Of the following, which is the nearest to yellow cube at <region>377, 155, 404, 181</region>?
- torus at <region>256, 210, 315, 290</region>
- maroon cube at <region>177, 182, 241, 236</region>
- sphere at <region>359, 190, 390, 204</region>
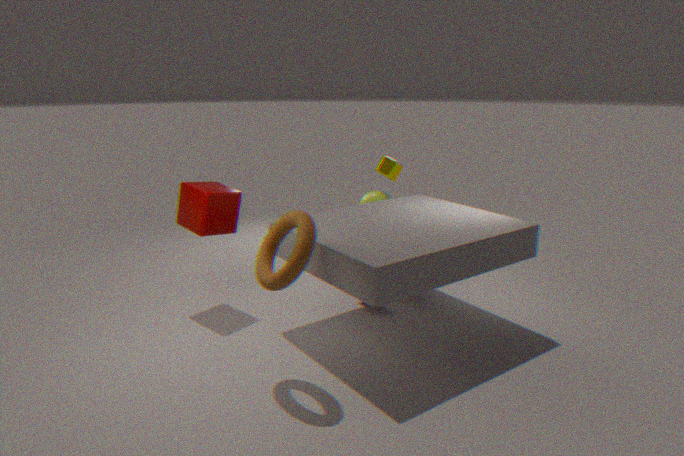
sphere at <region>359, 190, 390, 204</region>
